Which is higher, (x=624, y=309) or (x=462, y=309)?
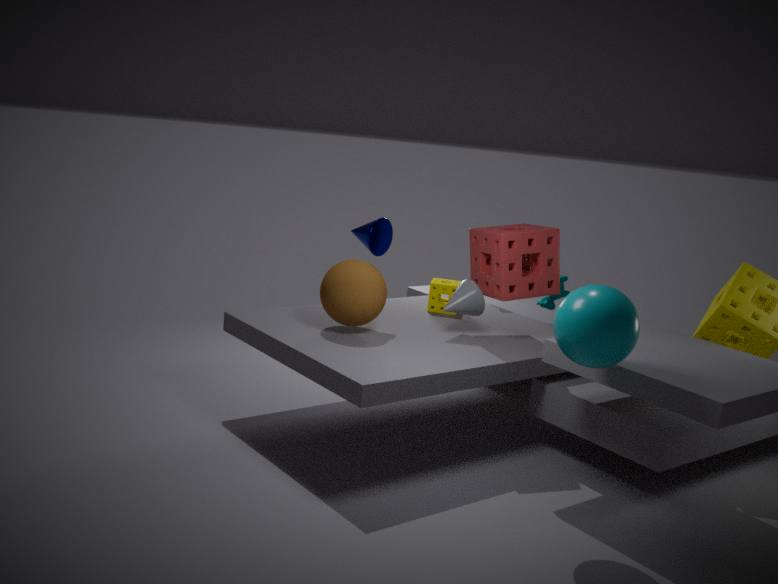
(x=624, y=309)
